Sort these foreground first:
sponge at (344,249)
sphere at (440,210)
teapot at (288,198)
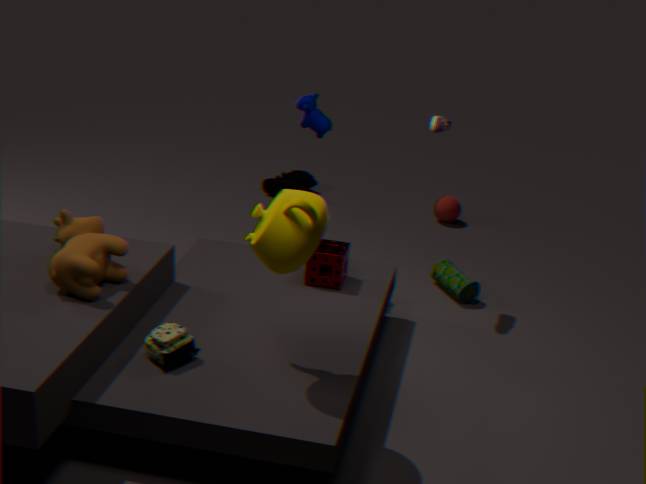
teapot at (288,198) < sponge at (344,249) < sphere at (440,210)
